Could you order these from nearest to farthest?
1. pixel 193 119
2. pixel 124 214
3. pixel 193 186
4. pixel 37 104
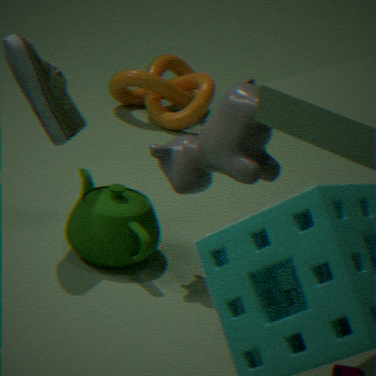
pixel 193 186, pixel 37 104, pixel 124 214, pixel 193 119
